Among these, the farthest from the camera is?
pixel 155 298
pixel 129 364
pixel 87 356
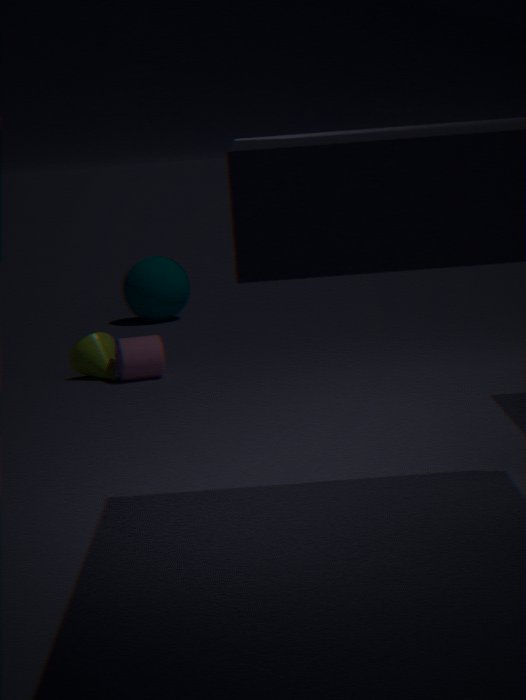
pixel 155 298
